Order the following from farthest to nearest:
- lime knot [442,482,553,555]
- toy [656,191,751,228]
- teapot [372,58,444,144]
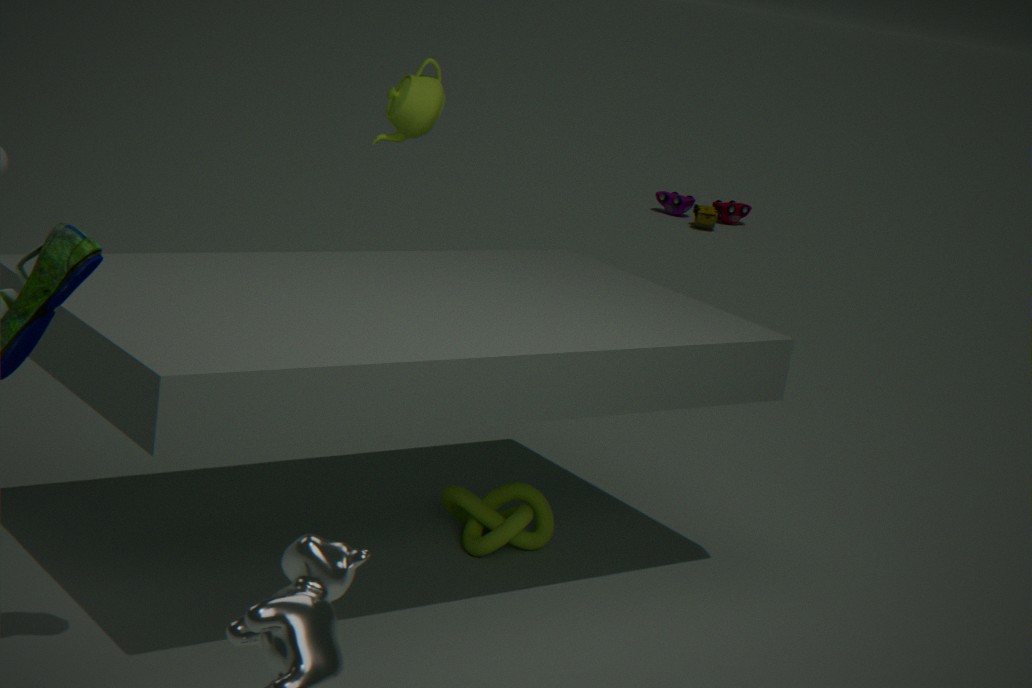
toy [656,191,751,228] → teapot [372,58,444,144] → lime knot [442,482,553,555]
